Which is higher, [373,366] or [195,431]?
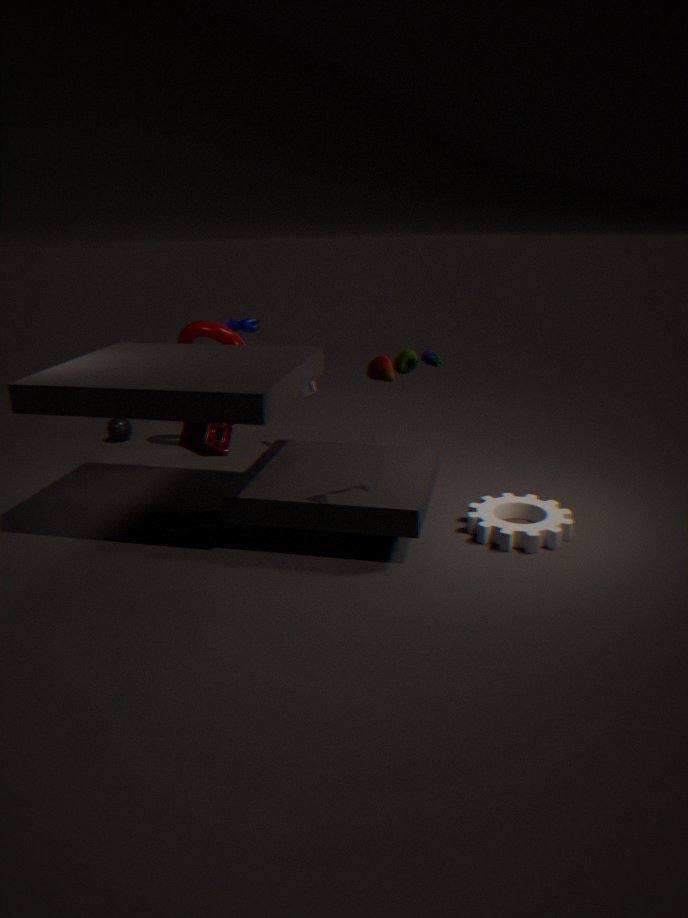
[373,366]
